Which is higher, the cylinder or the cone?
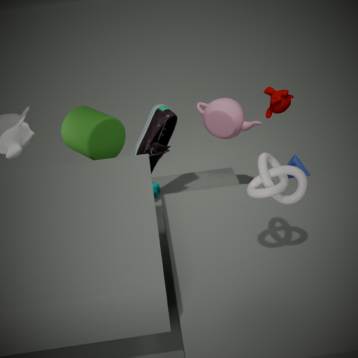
the cylinder
